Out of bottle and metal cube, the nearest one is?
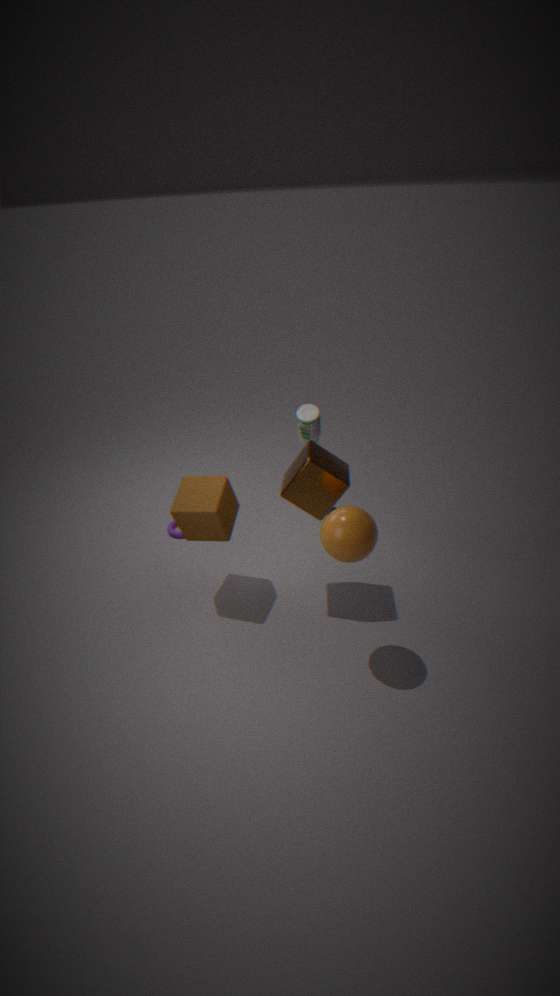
metal cube
